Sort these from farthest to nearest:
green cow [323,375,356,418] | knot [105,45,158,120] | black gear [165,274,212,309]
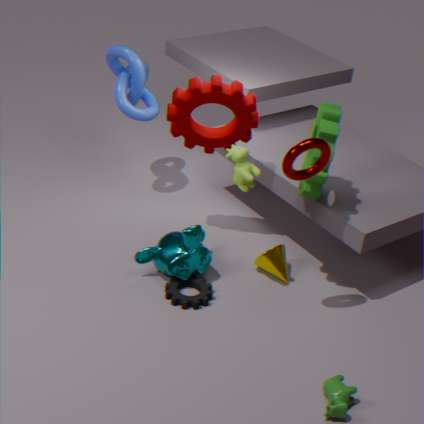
knot [105,45,158,120] < black gear [165,274,212,309] < green cow [323,375,356,418]
